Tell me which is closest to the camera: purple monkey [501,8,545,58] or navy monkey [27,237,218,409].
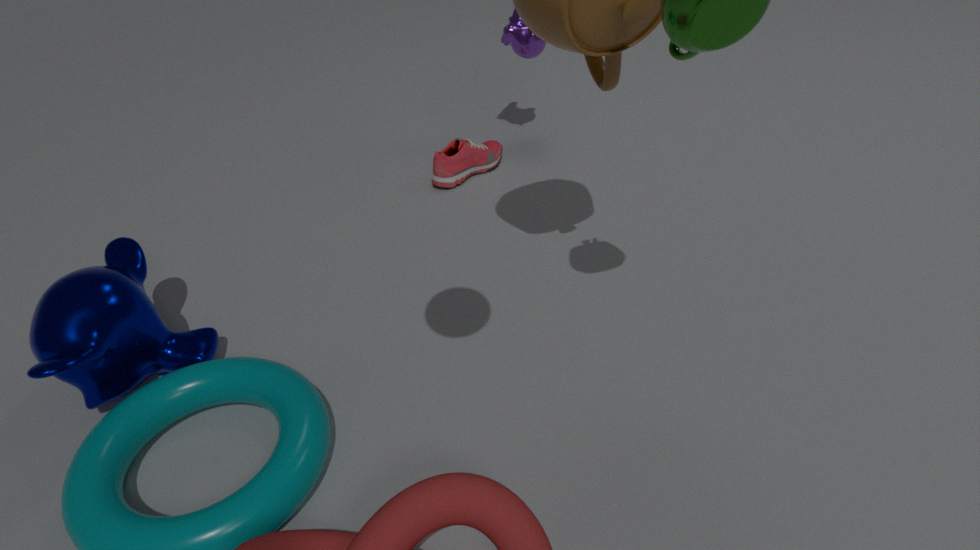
navy monkey [27,237,218,409]
